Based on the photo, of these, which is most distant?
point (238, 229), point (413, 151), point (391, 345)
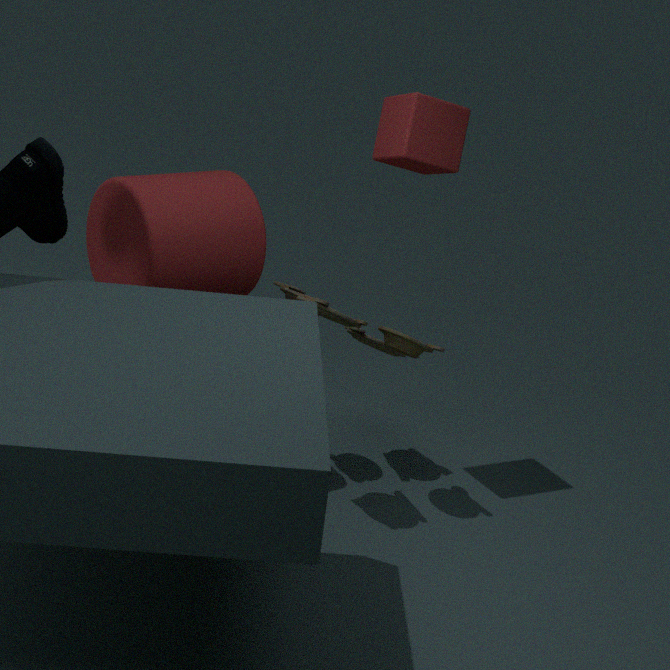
point (391, 345)
